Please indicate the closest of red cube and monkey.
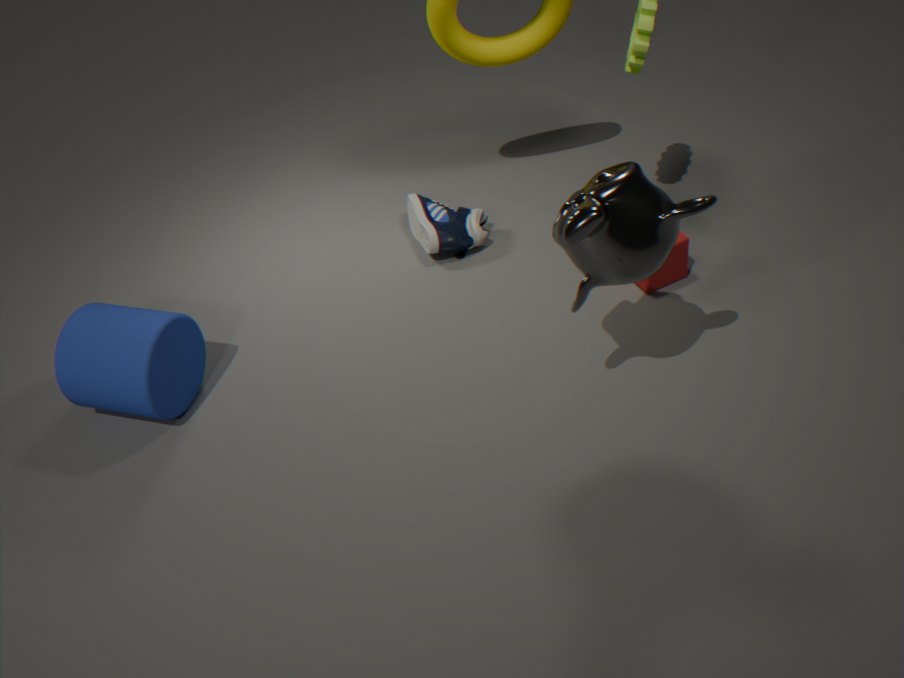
monkey
